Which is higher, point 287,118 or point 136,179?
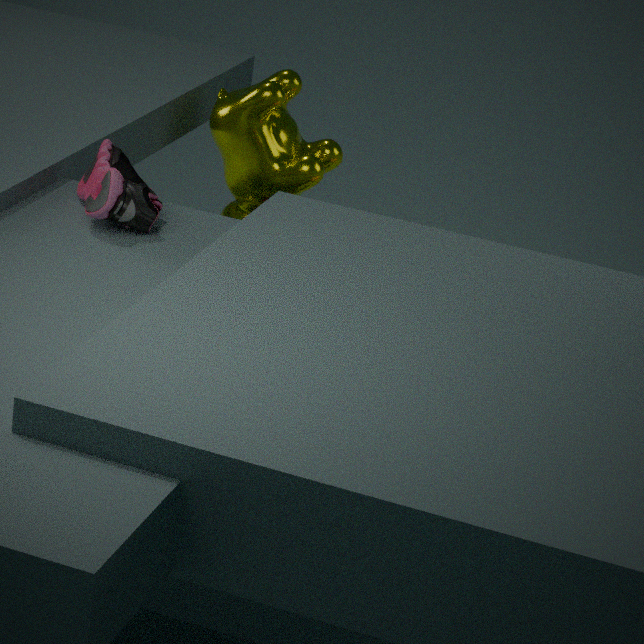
point 136,179
